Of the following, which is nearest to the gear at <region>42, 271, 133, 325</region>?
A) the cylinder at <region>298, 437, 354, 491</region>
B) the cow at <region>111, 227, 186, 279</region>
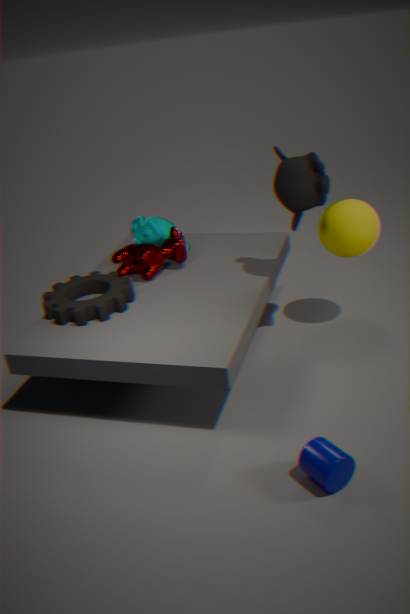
the cow at <region>111, 227, 186, 279</region>
